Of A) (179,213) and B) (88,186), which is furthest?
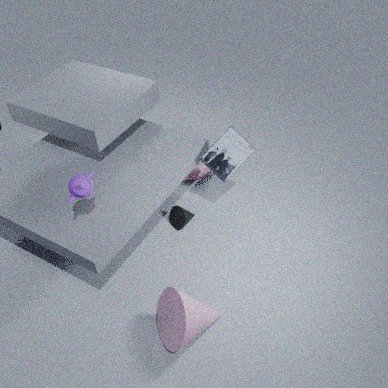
A. (179,213)
